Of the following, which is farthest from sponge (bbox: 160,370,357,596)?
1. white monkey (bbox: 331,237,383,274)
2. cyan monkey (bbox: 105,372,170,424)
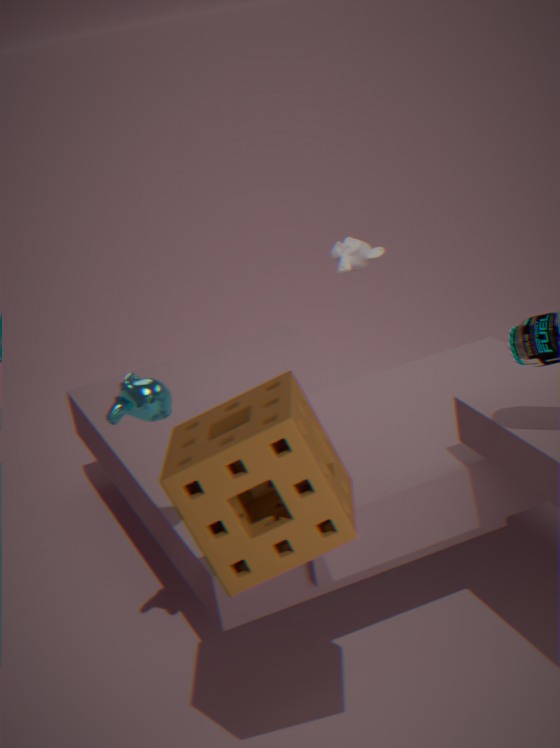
white monkey (bbox: 331,237,383,274)
